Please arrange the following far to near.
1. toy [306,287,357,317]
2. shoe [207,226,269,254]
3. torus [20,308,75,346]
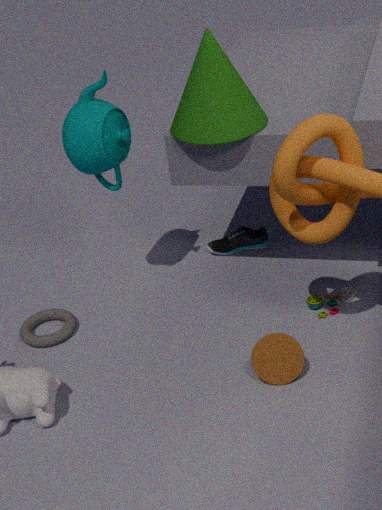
shoe [207,226,269,254], torus [20,308,75,346], toy [306,287,357,317]
